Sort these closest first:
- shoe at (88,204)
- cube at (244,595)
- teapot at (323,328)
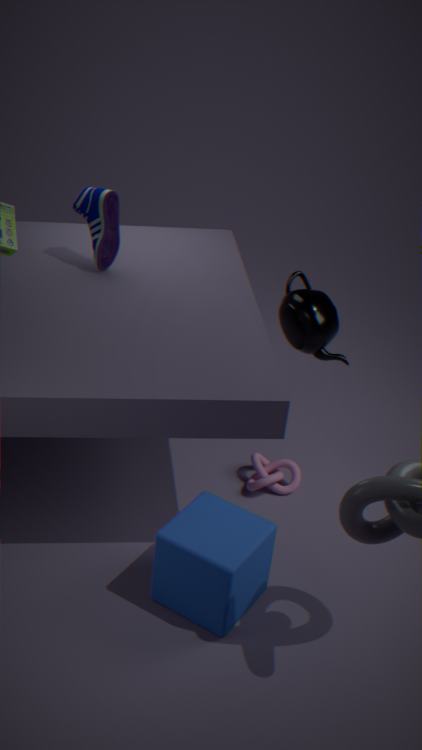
cube at (244,595) < shoe at (88,204) < teapot at (323,328)
